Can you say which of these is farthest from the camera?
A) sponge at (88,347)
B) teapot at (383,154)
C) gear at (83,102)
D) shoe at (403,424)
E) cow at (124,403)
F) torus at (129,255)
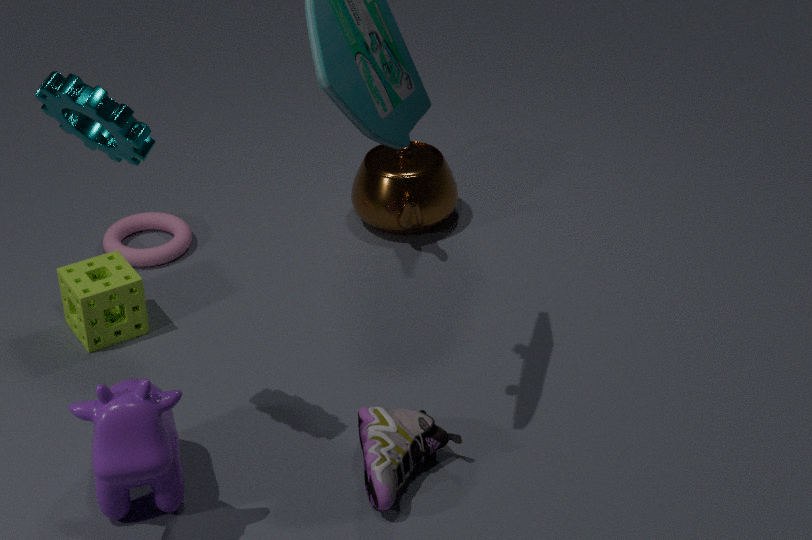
teapot at (383,154)
